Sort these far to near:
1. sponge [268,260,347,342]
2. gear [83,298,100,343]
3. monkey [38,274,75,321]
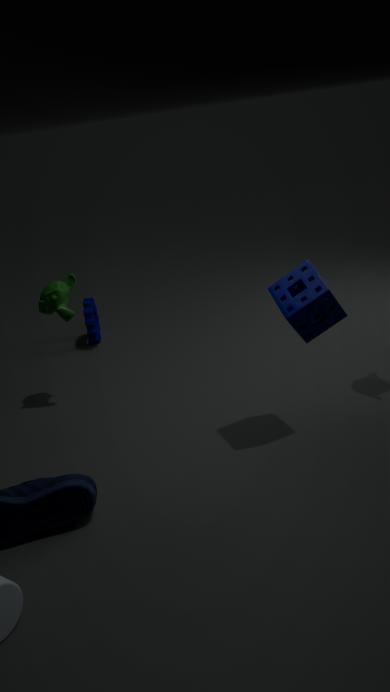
gear [83,298,100,343], monkey [38,274,75,321], sponge [268,260,347,342]
